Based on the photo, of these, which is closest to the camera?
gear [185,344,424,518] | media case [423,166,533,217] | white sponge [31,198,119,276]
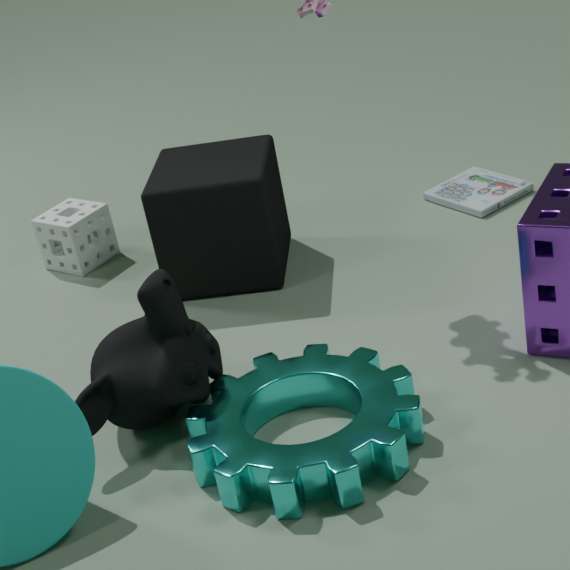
gear [185,344,424,518]
